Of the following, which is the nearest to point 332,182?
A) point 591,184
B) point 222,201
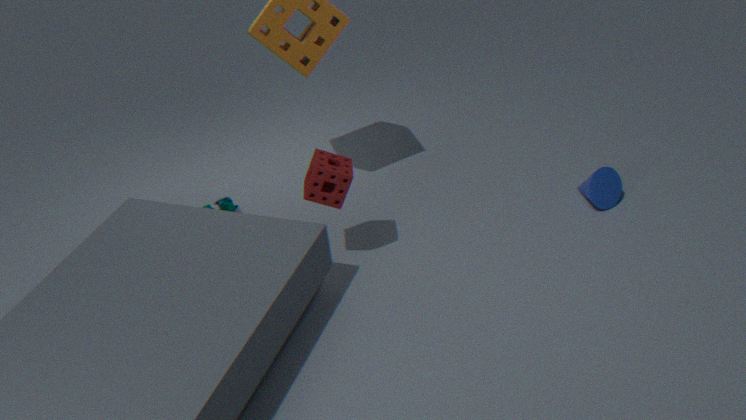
point 222,201
